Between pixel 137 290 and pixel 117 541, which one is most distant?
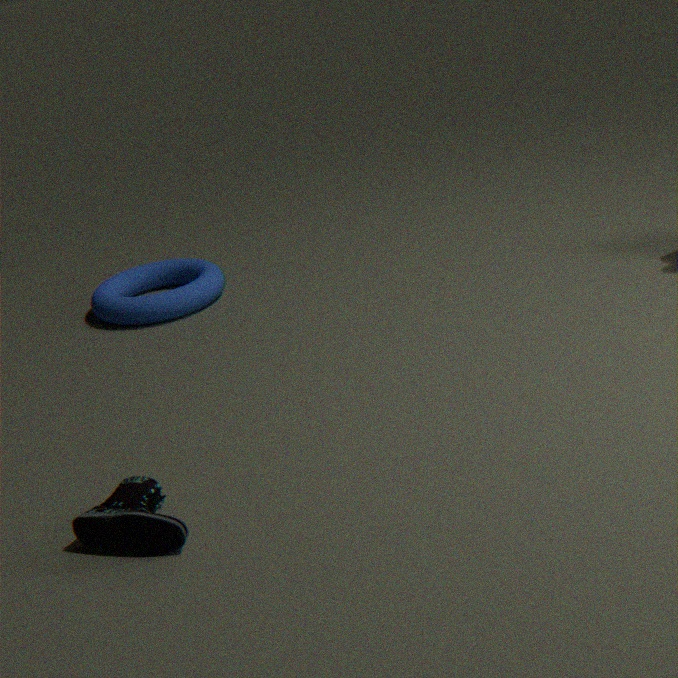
pixel 137 290
